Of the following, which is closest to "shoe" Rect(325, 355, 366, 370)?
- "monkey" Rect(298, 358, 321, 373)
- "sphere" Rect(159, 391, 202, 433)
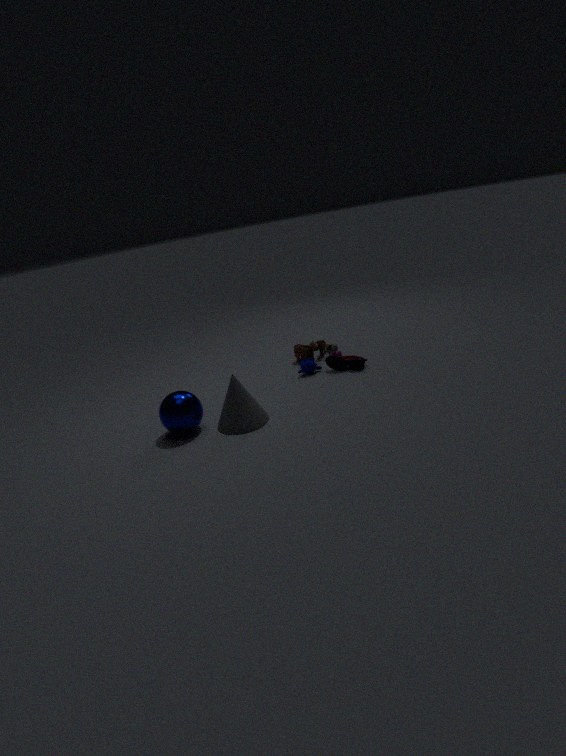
"monkey" Rect(298, 358, 321, 373)
